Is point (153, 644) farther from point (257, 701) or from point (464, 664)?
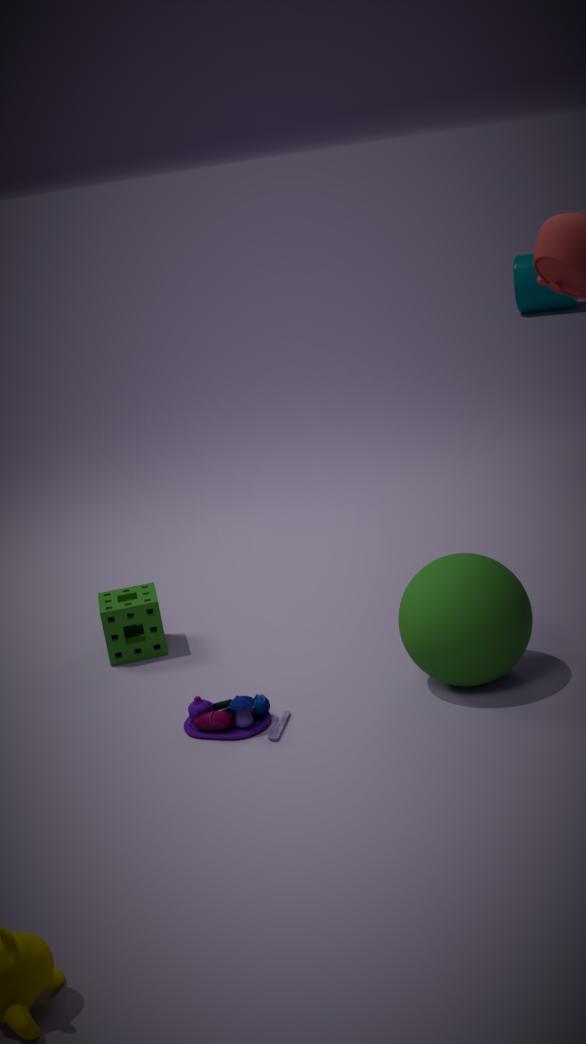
point (464, 664)
